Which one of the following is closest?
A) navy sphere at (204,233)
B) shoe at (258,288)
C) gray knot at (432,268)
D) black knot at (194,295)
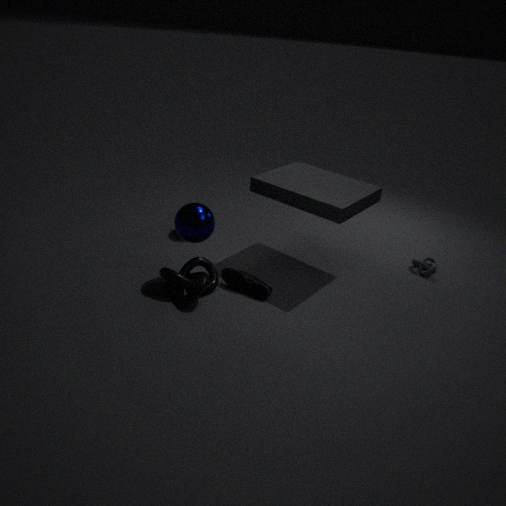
black knot at (194,295)
